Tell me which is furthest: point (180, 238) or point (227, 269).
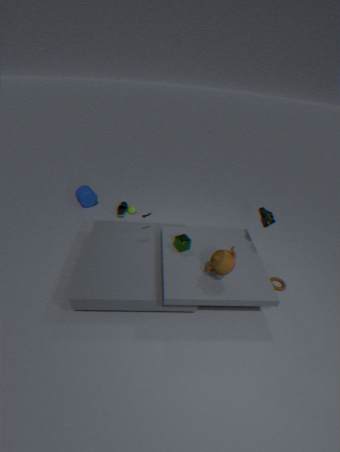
point (180, 238)
